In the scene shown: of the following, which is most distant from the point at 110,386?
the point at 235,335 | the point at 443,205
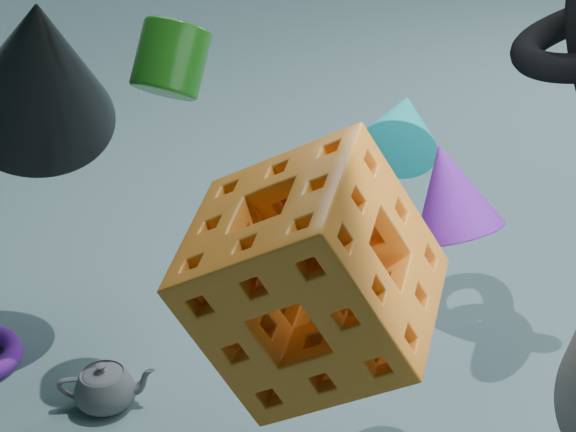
the point at 235,335
